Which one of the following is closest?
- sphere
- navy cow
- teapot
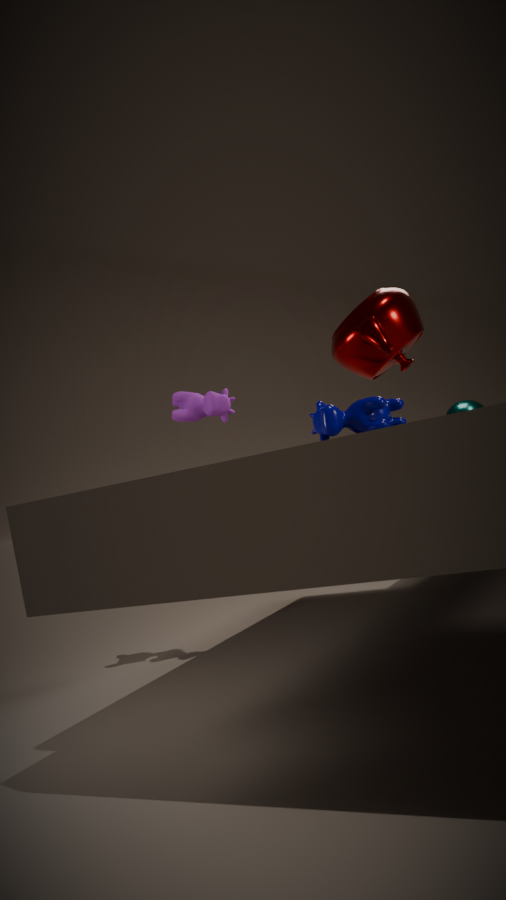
navy cow
